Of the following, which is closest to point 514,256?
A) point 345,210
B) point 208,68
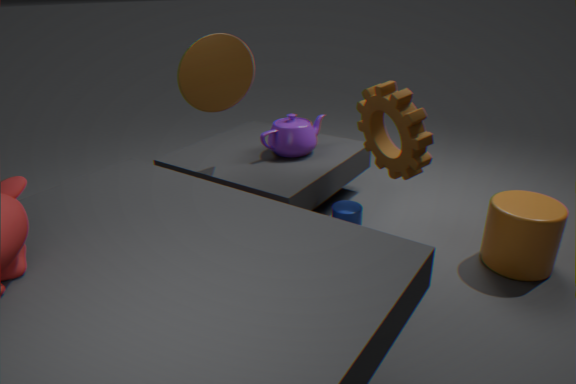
point 345,210
